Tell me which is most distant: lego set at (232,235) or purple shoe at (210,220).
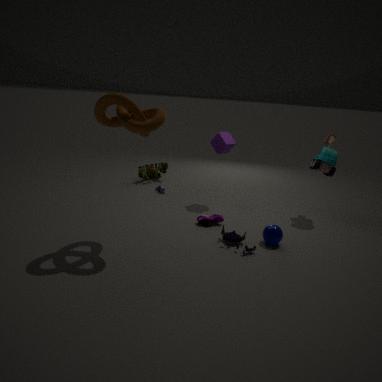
purple shoe at (210,220)
